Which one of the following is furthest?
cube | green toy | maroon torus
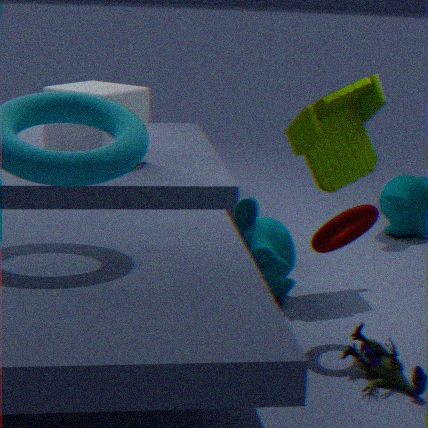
cube
